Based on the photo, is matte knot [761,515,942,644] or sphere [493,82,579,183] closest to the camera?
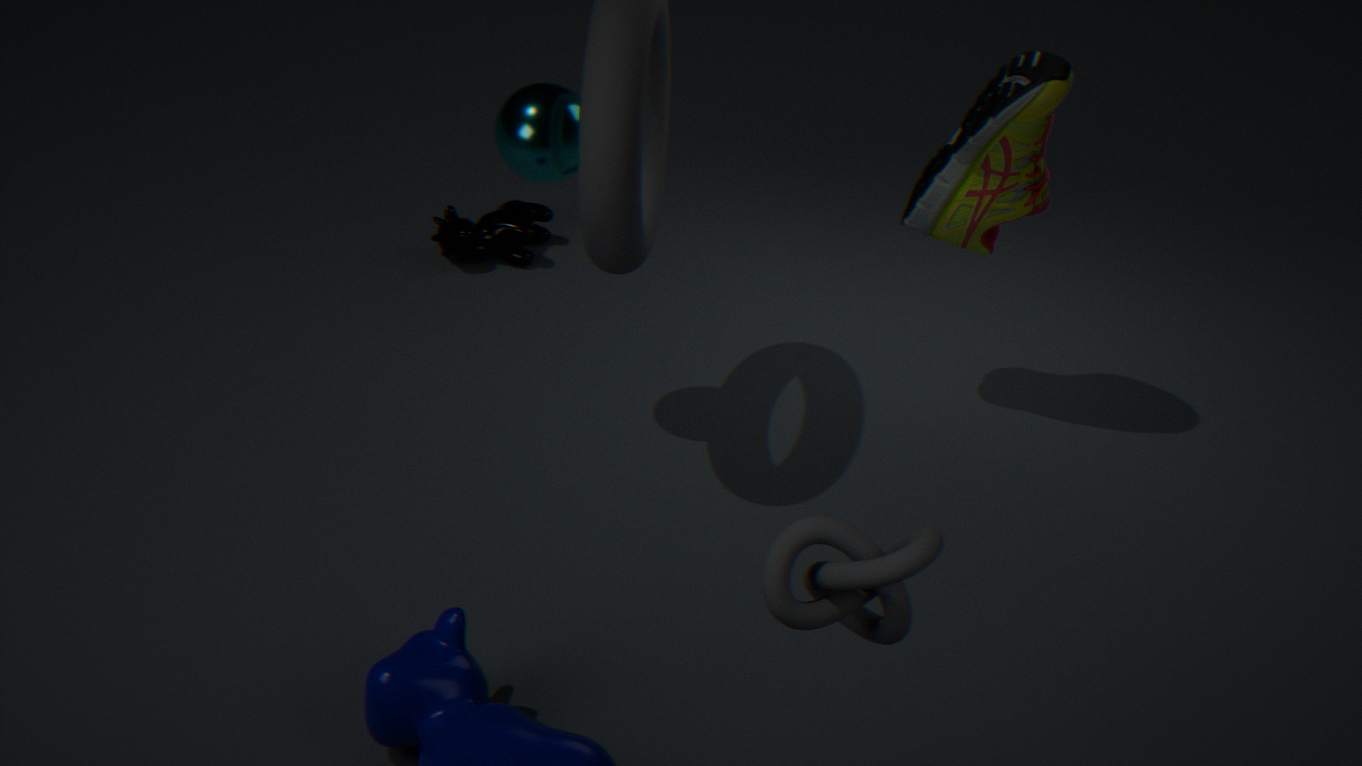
matte knot [761,515,942,644]
